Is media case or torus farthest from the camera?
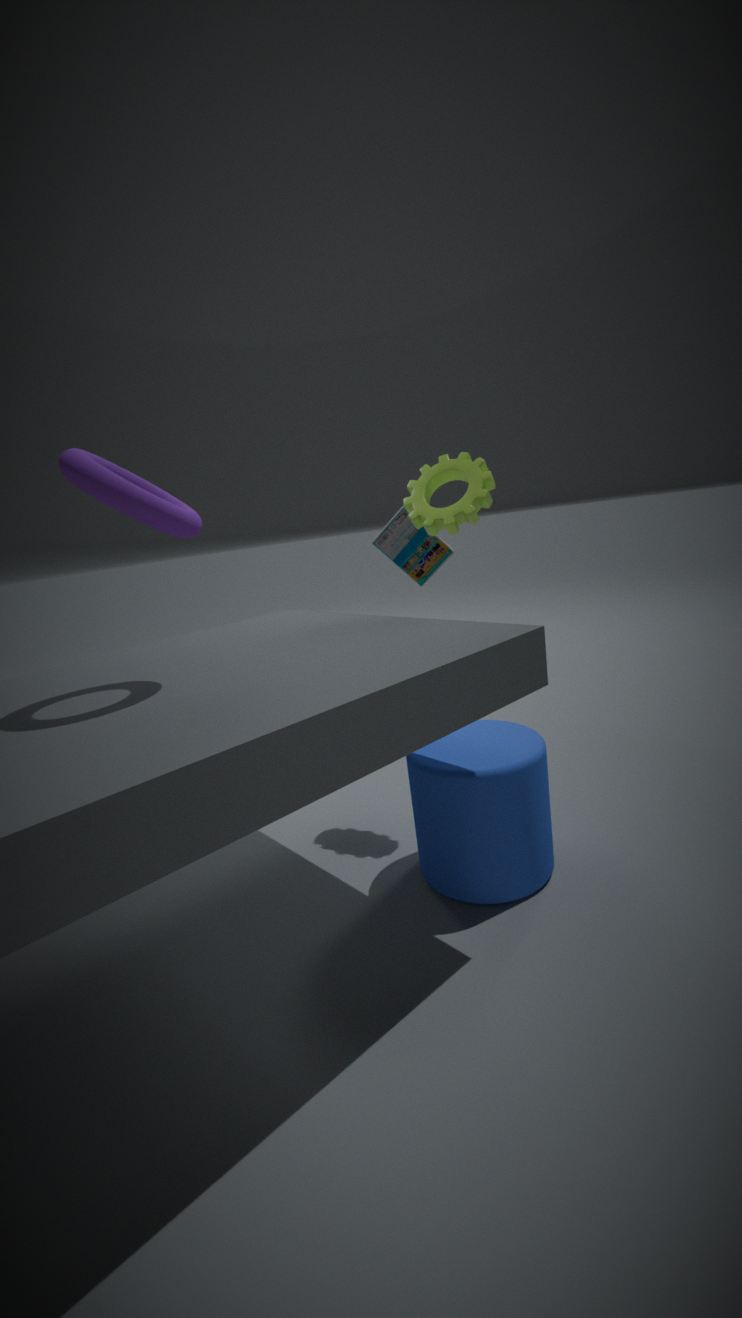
media case
